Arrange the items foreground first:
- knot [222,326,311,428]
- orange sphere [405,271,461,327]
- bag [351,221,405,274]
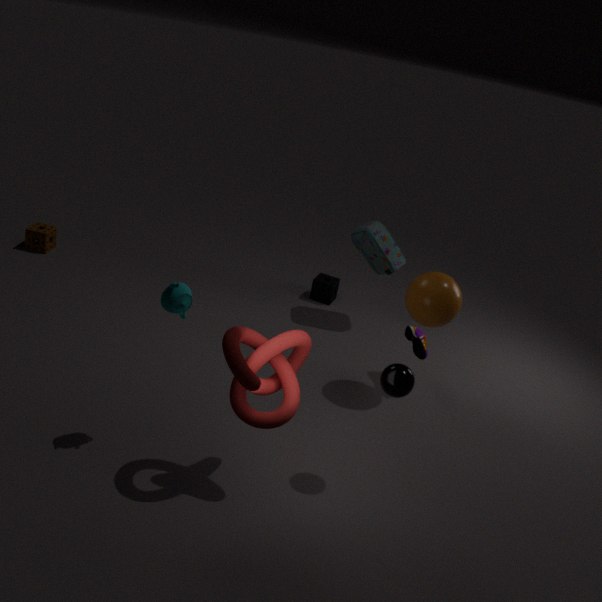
knot [222,326,311,428]
orange sphere [405,271,461,327]
bag [351,221,405,274]
